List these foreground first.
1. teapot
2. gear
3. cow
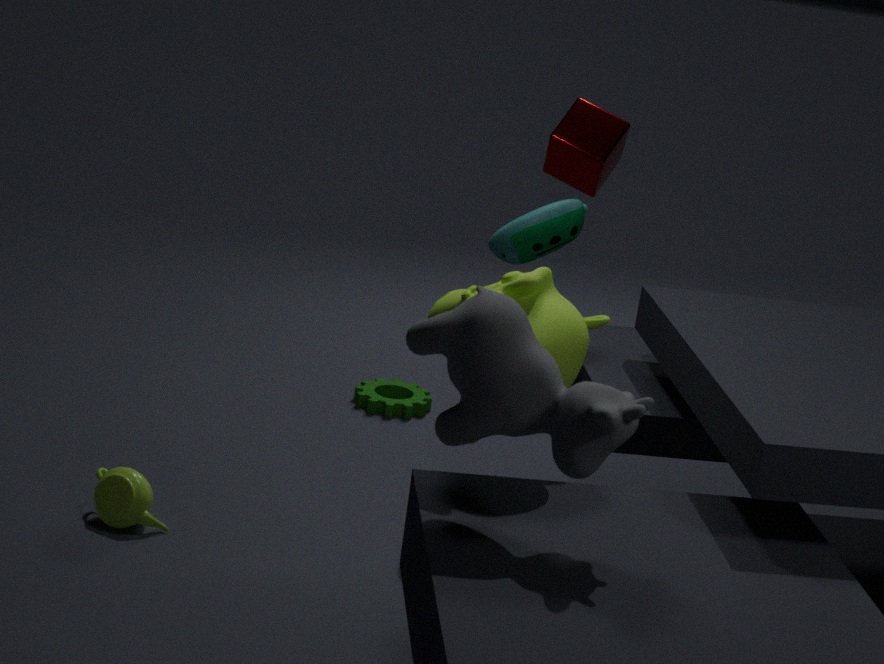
cow
teapot
gear
